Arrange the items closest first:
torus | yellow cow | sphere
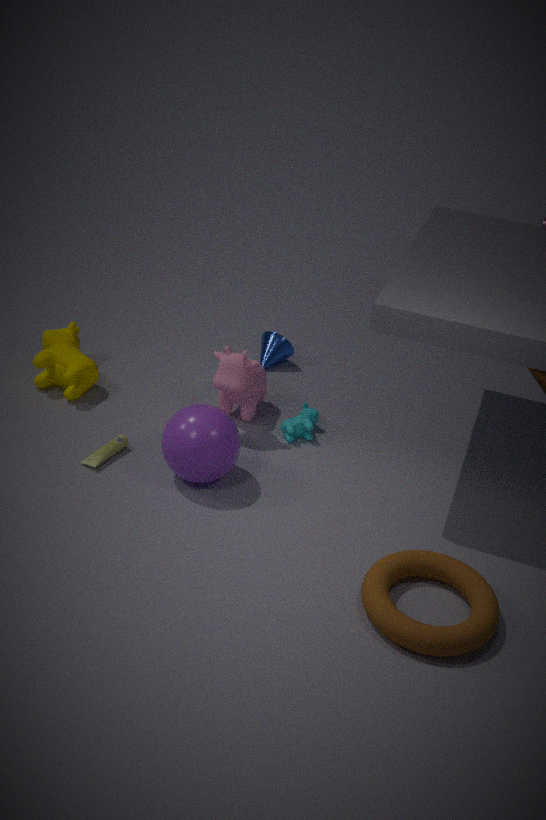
torus
sphere
yellow cow
